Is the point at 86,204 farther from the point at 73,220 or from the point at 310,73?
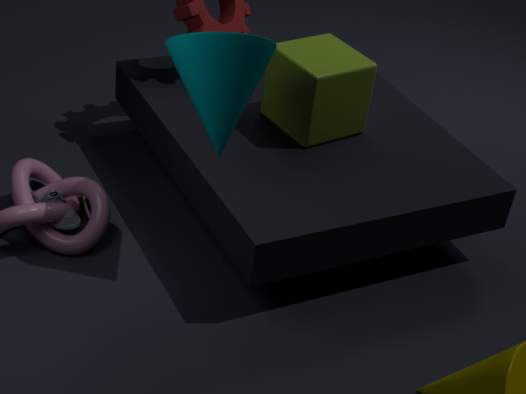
the point at 310,73
